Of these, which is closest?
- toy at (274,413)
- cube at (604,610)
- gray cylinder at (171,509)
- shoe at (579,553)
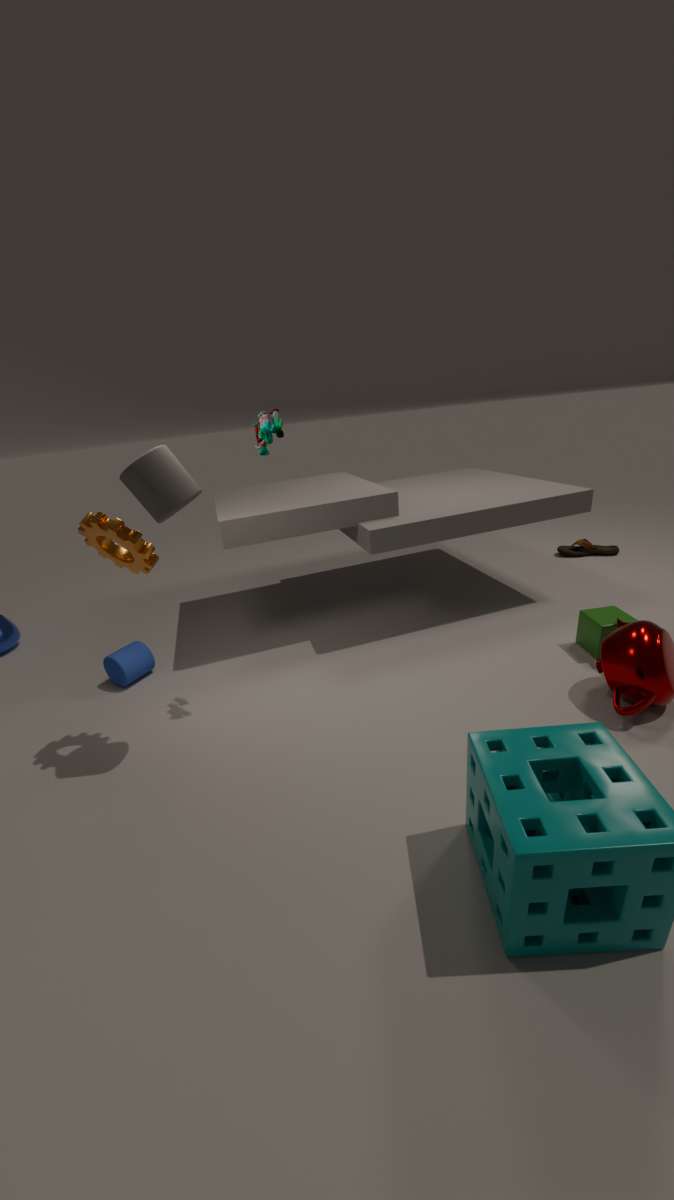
gray cylinder at (171,509)
